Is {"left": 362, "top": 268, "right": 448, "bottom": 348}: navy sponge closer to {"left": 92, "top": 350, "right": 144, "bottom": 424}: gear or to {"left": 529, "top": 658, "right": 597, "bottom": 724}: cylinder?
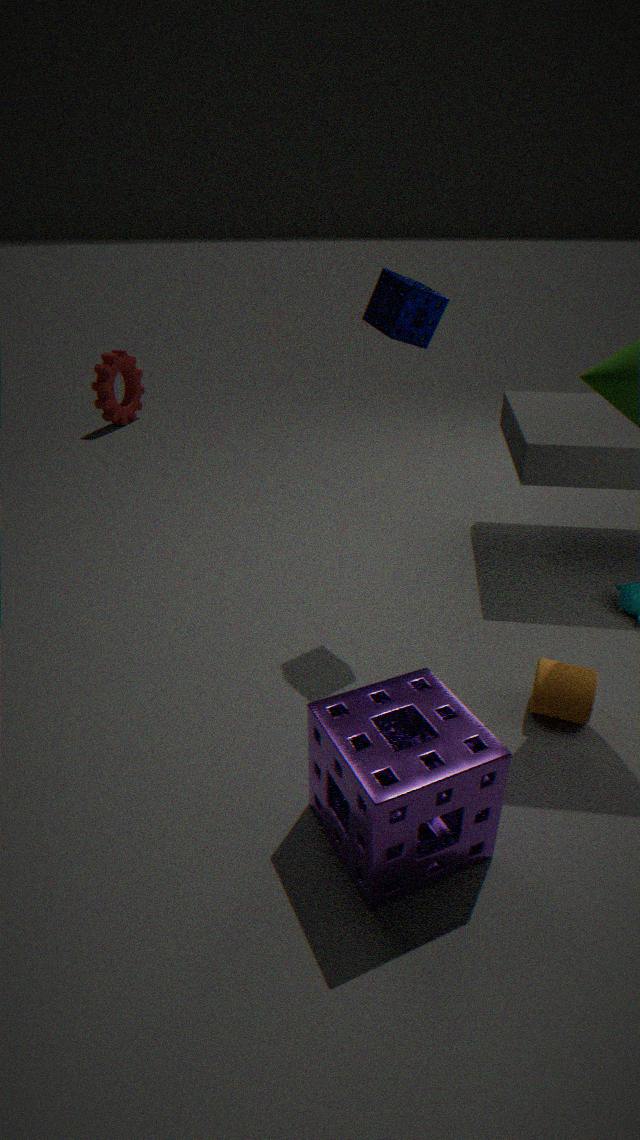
{"left": 529, "top": 658, "right": 597, "bottom": 724}: cylinder
